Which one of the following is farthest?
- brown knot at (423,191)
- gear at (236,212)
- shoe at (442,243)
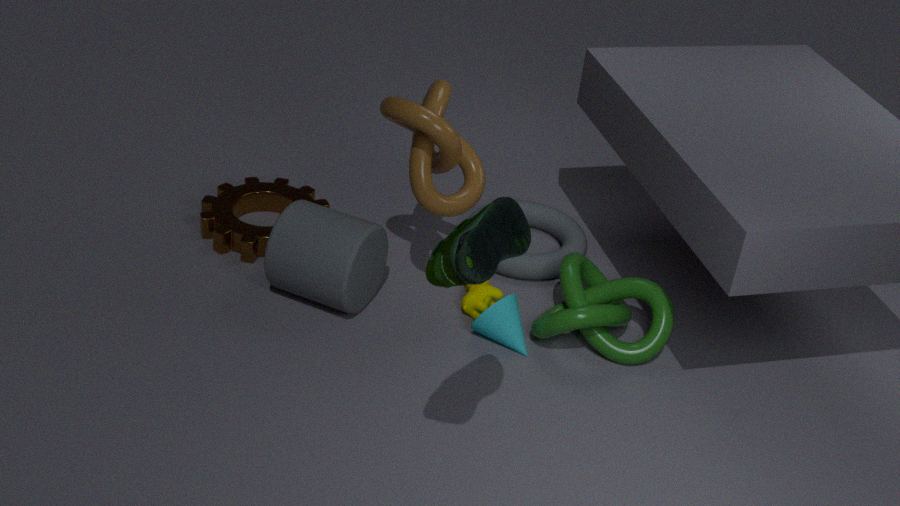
gear at (236,212)
